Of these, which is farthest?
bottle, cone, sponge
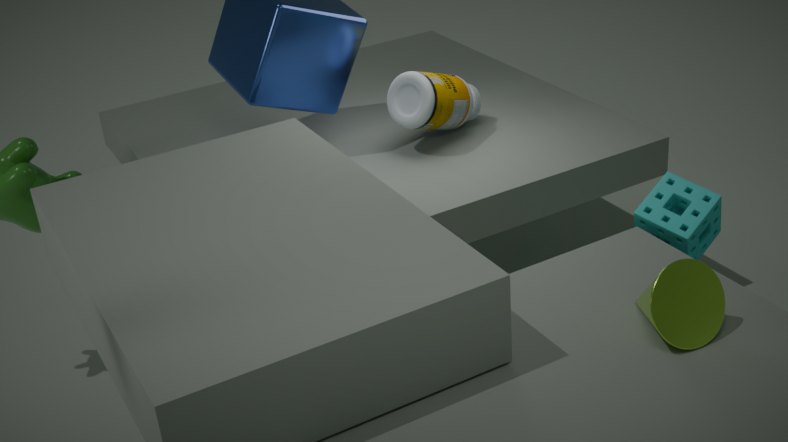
bottle
